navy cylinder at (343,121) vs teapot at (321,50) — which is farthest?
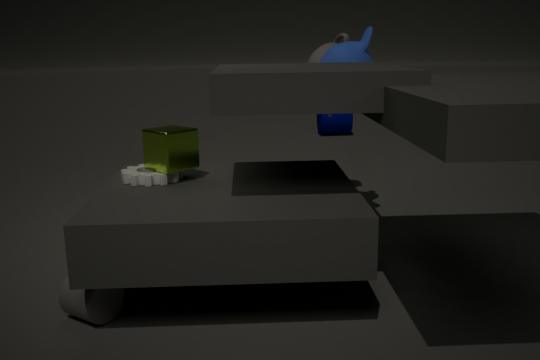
navy cylinder at (343,121)
